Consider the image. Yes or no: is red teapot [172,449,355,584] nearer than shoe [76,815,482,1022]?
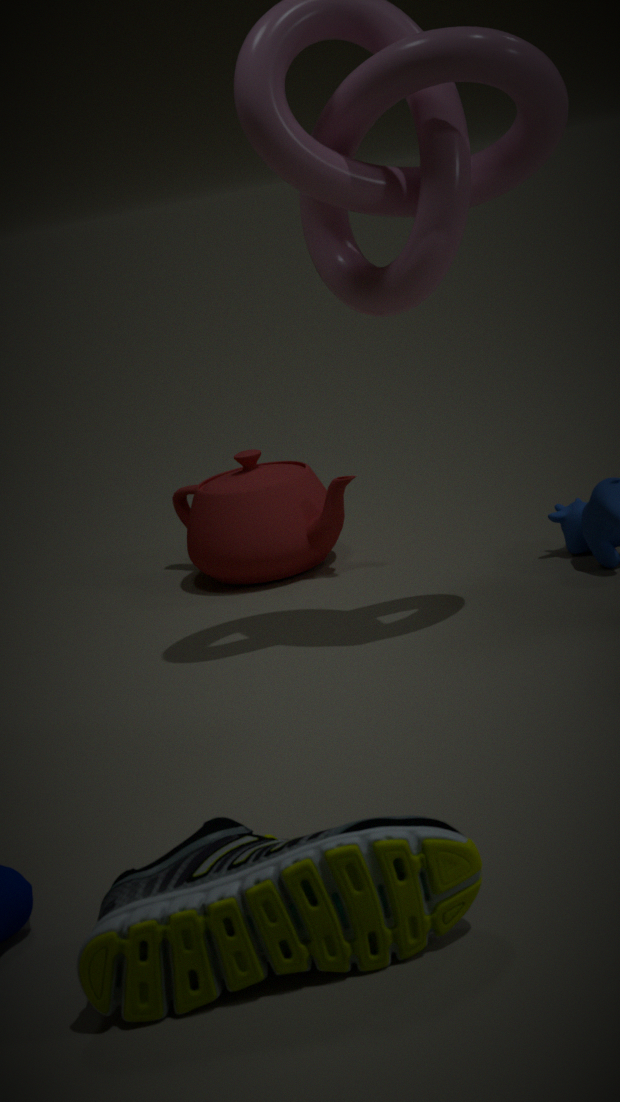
No
